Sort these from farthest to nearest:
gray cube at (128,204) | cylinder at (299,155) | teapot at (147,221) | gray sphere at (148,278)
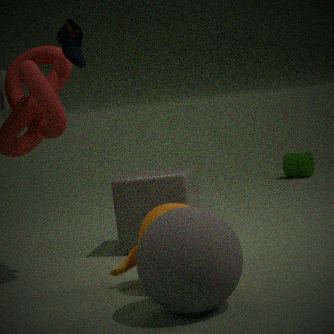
cylinder at (299,155) < gray cube at (128,204) < teapot at (147,221) < gray sphere at (148,278)
